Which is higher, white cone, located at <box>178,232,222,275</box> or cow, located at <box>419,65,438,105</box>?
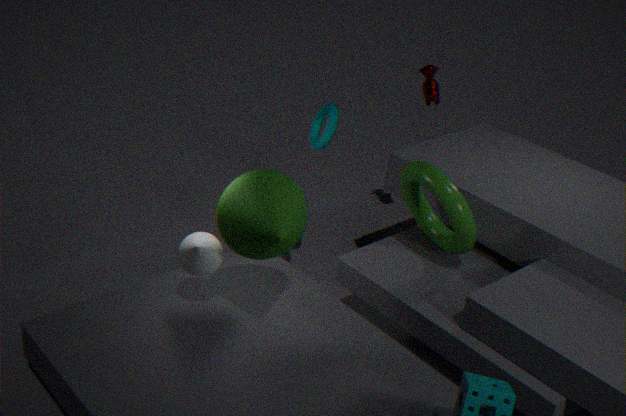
cow, located at <box>419,65,438,105</box>
